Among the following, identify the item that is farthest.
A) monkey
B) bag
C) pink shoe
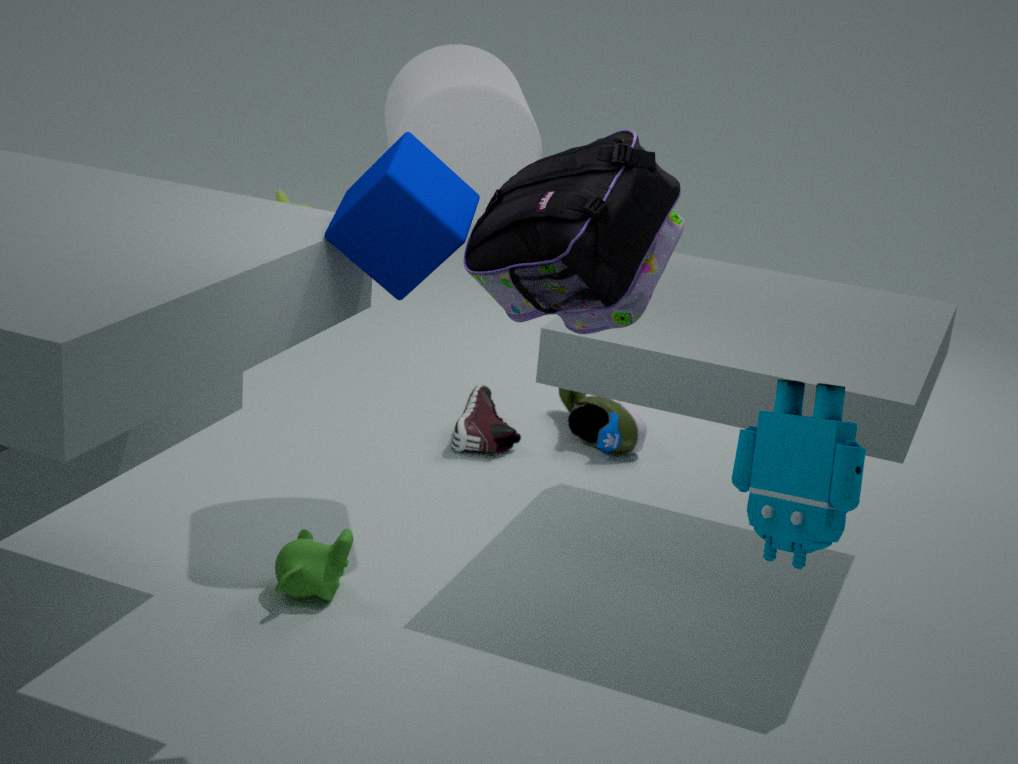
pink shoe
